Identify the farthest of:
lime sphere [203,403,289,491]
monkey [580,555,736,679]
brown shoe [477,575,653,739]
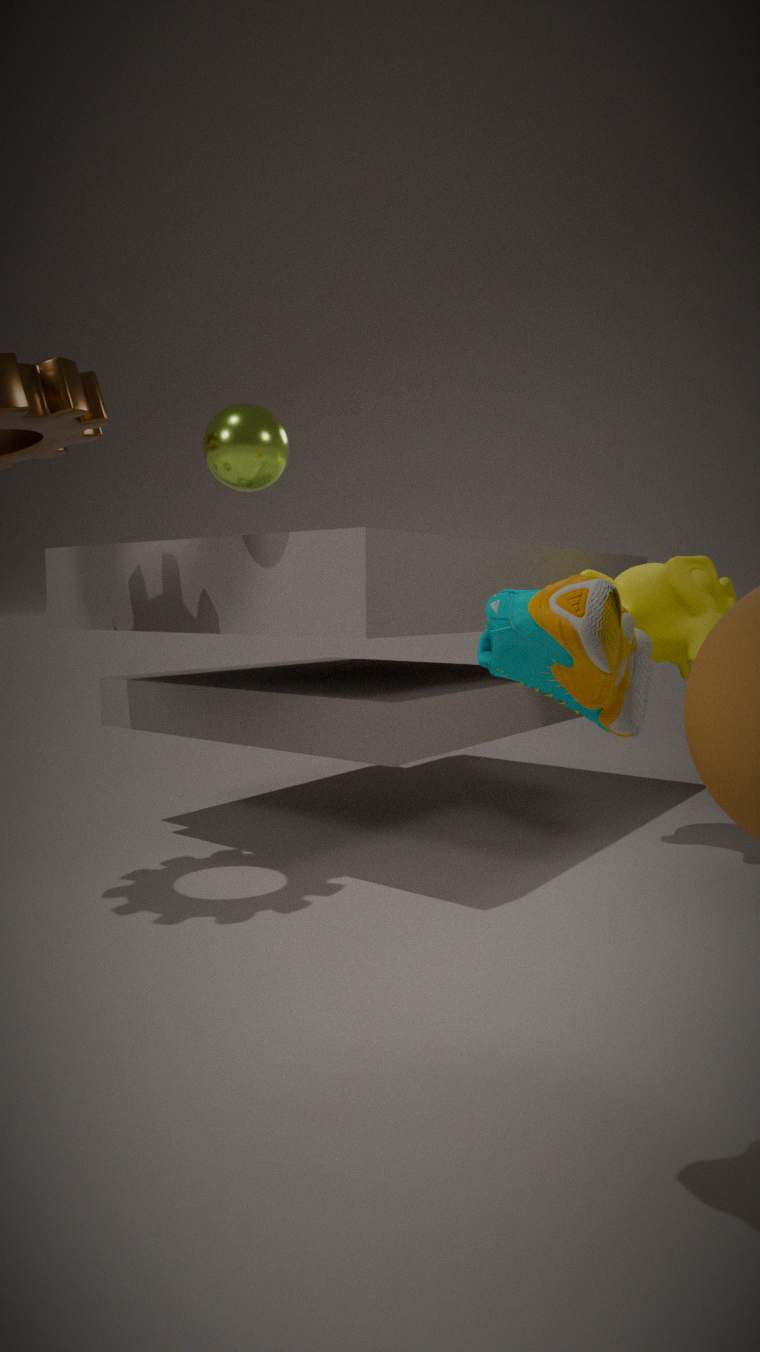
monkey [580,555,736,679]
